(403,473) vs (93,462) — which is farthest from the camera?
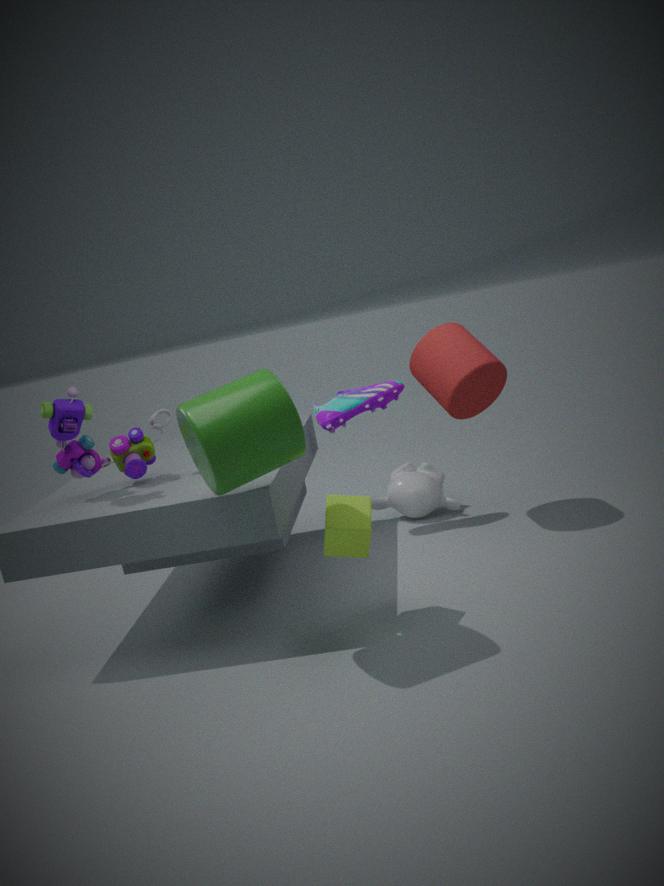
(403,473)
